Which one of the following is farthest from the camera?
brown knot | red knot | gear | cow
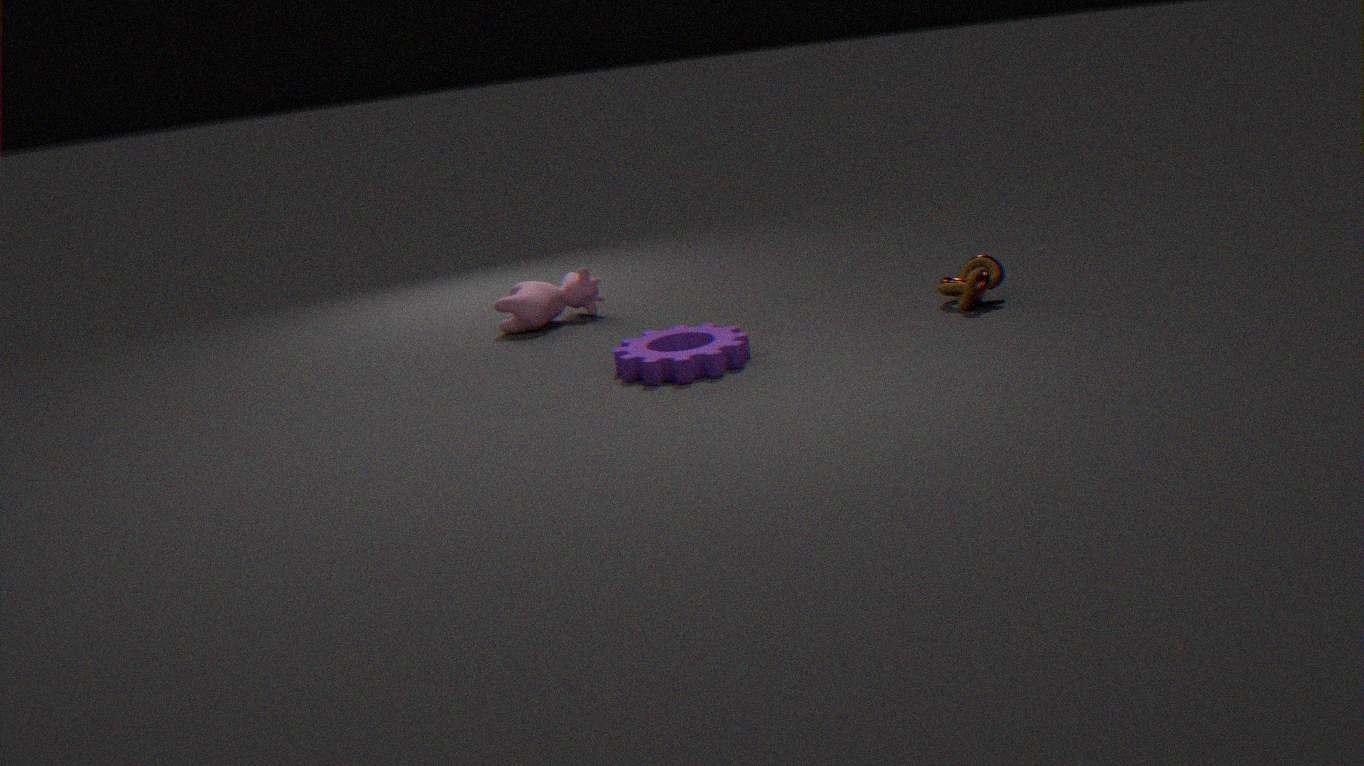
cow
